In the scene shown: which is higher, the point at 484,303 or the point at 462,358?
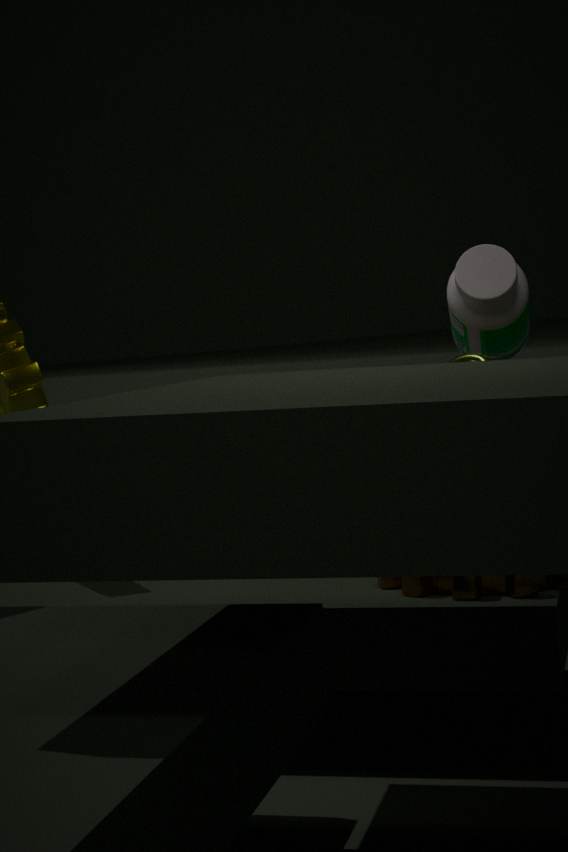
the point at 484,303
